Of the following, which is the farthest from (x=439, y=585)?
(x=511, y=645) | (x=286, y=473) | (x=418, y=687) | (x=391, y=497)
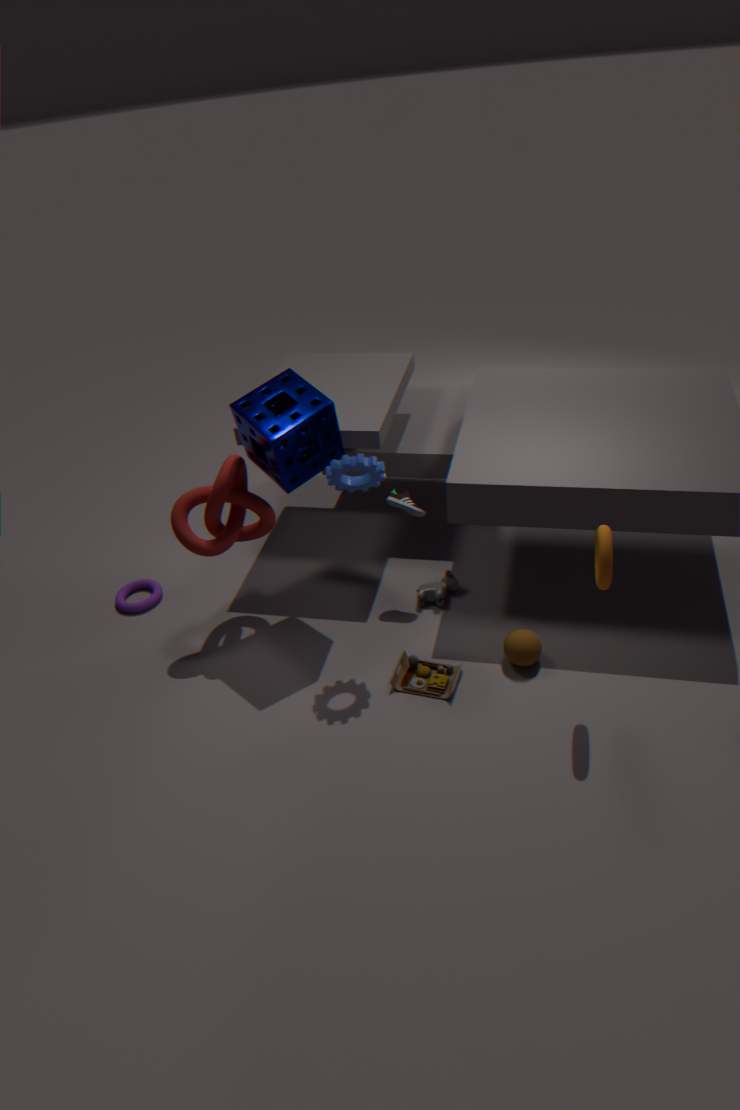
(x=286, y=473)
